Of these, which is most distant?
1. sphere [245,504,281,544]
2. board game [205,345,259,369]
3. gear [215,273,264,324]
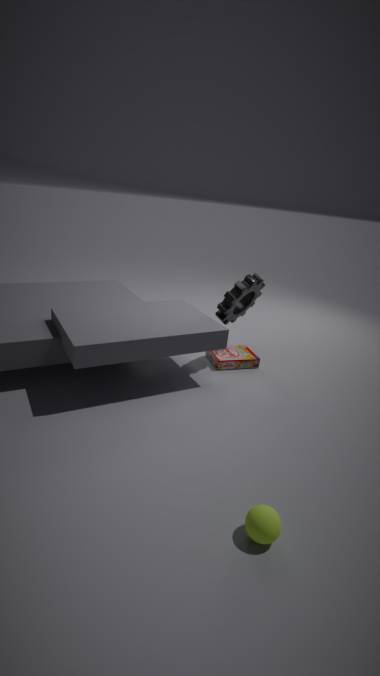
board game [205,345,259,369]
